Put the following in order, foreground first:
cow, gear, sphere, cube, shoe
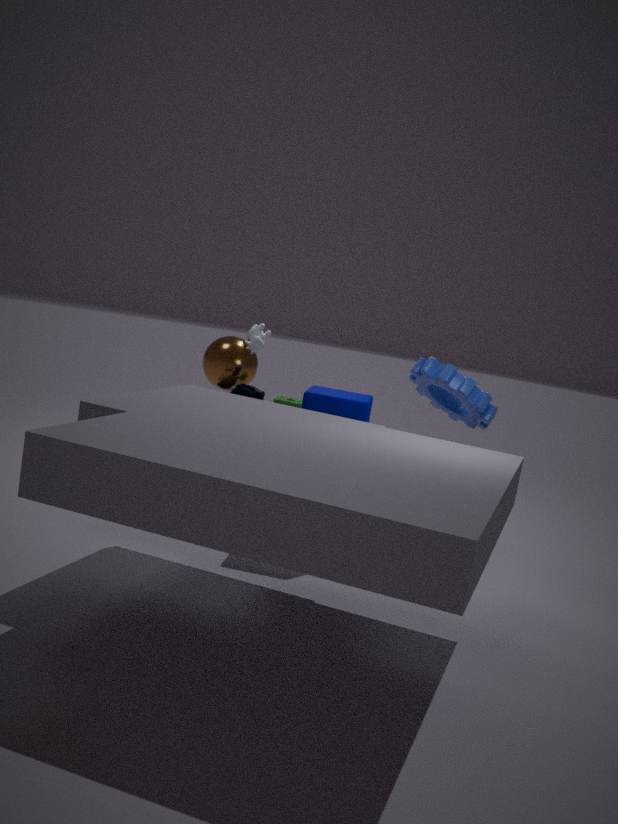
1. cube
2. gear
3. shoe
4. cow
5. sphere
